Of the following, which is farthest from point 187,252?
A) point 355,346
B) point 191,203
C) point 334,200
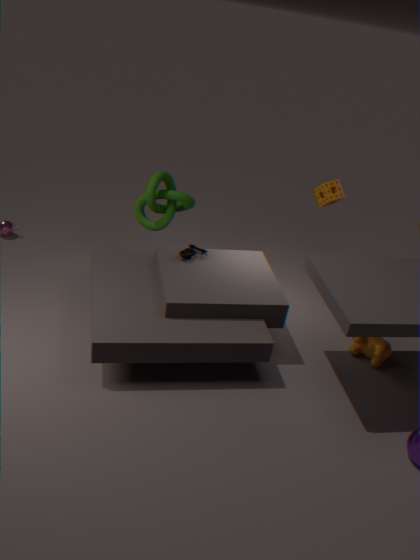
point 355,346
